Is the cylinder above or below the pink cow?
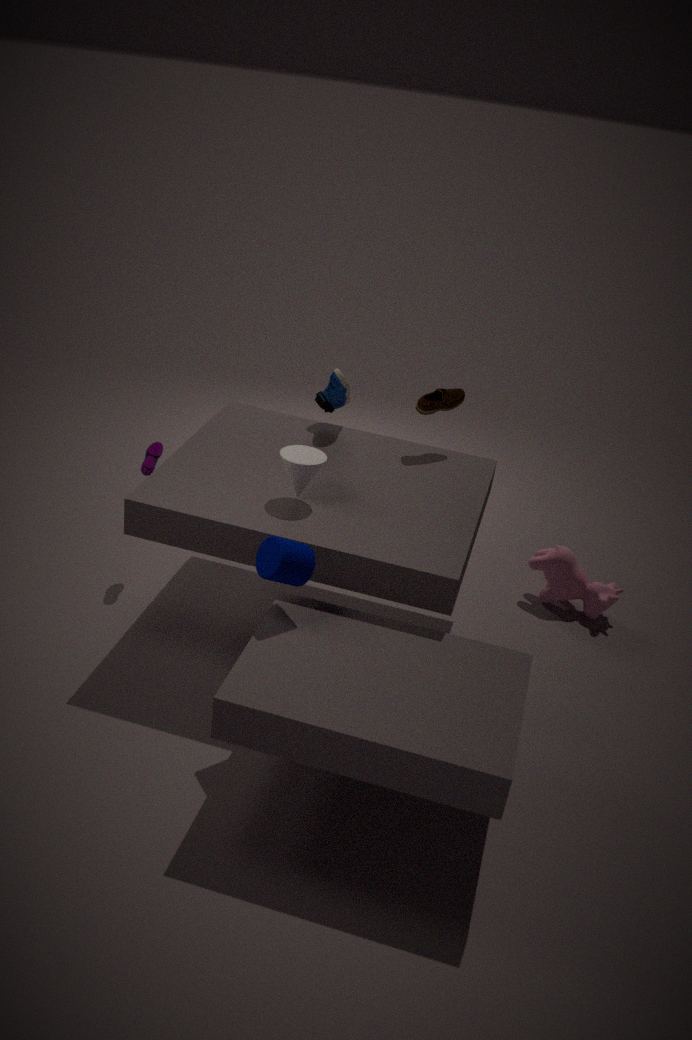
above
